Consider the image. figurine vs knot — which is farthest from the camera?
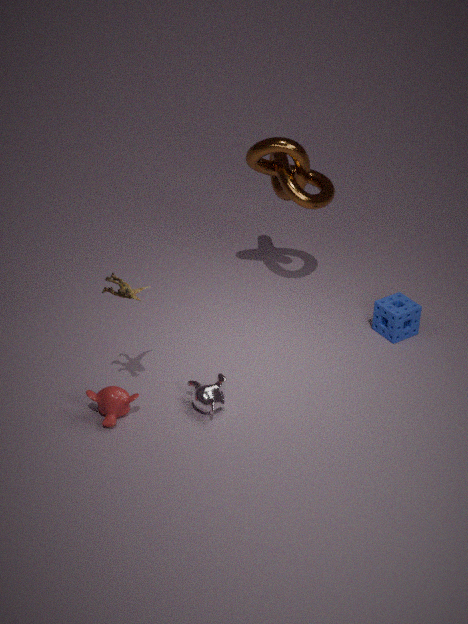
knot
